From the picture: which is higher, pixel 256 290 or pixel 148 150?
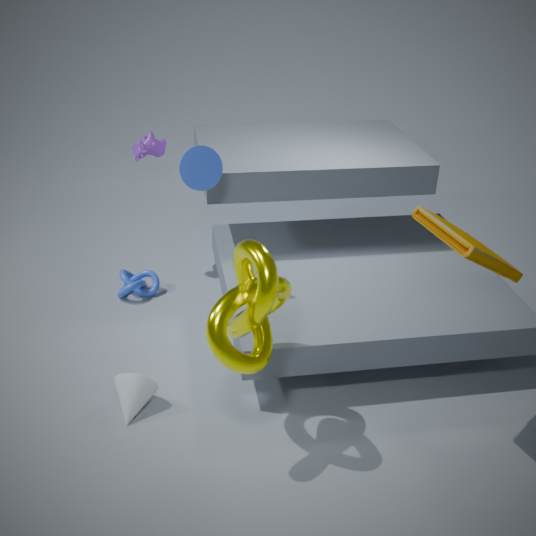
pixel 148 150
